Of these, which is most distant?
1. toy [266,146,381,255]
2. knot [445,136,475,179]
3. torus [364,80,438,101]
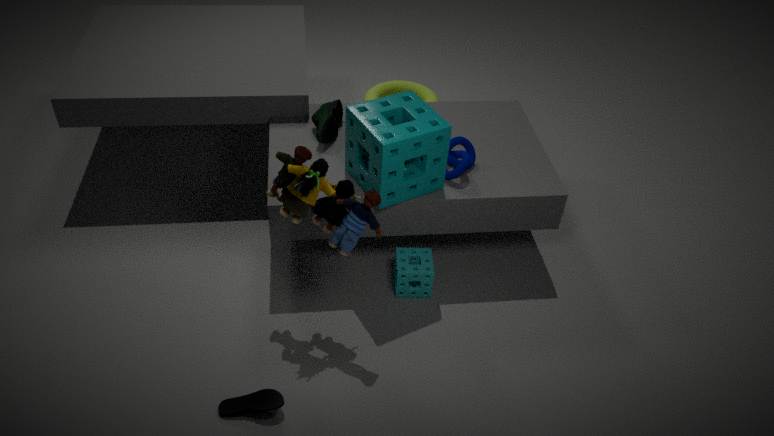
torus [364,80,438,101]
